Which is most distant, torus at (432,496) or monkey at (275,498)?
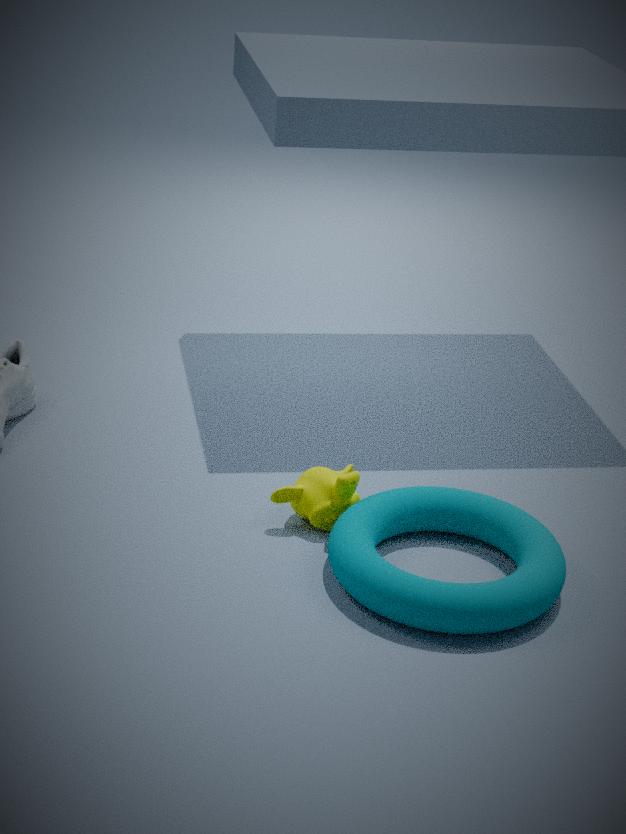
monkey at (275,498)
